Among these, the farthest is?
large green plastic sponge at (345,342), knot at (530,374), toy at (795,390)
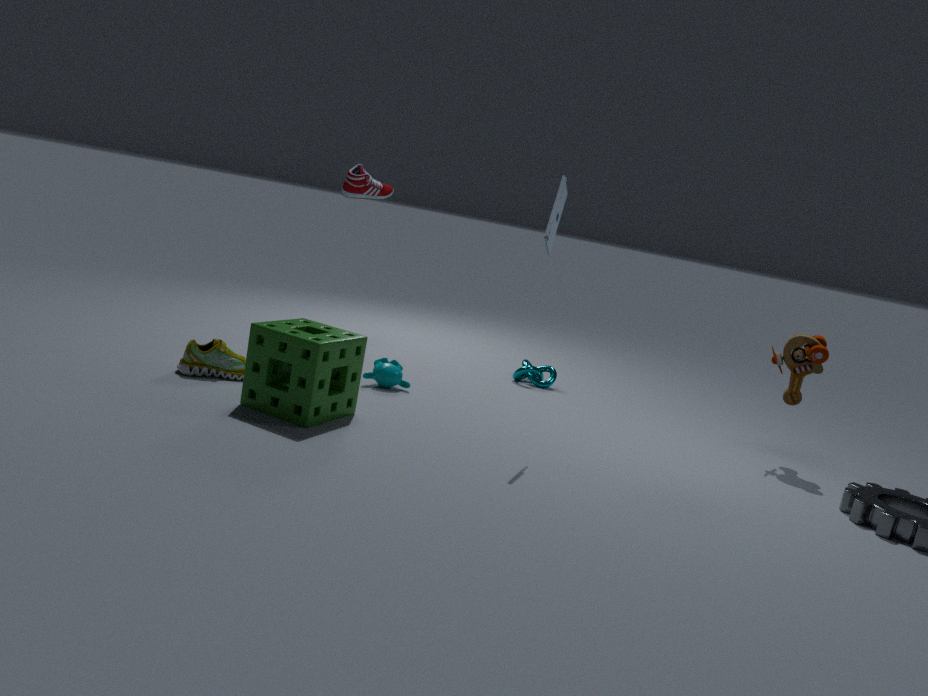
knot at (530,374)
